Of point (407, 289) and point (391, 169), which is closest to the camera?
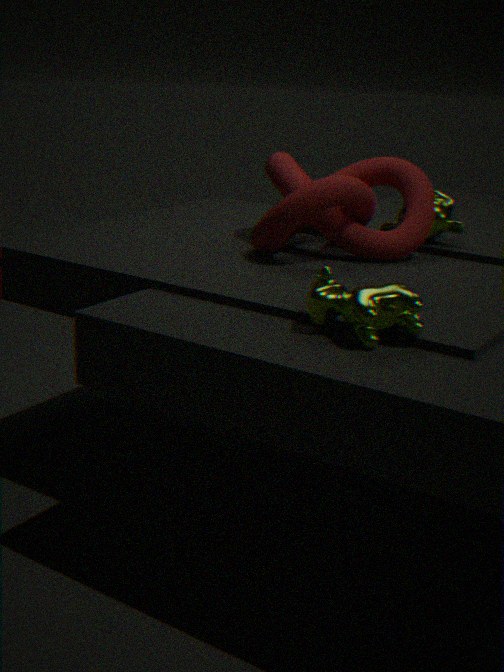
point (407, 289)
